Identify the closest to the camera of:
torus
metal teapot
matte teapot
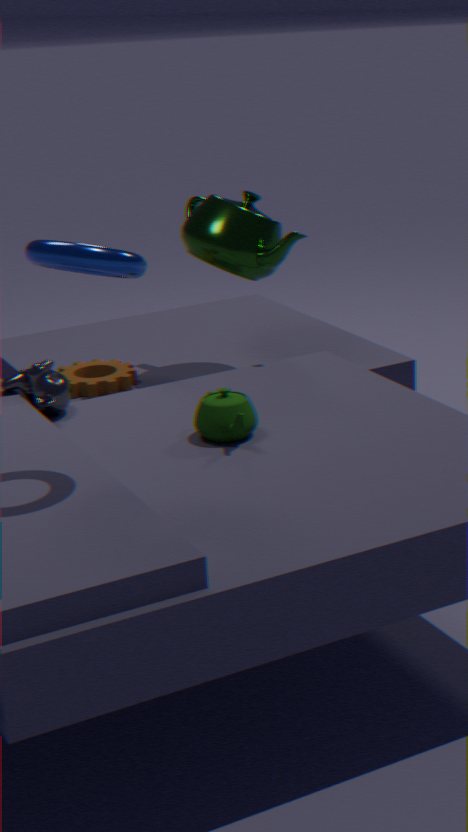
torus
